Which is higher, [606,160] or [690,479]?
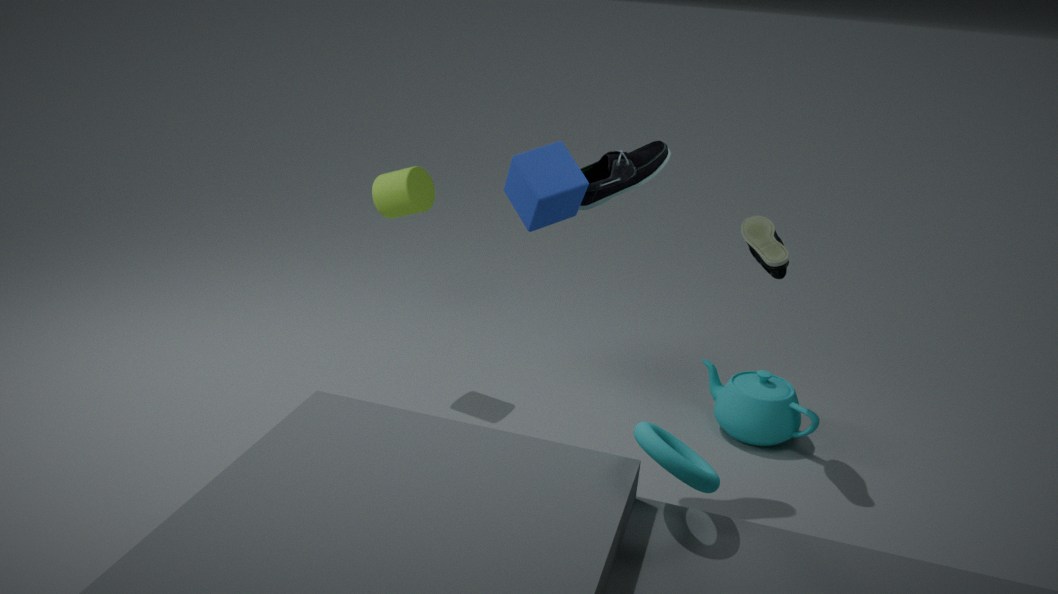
[606,160]
